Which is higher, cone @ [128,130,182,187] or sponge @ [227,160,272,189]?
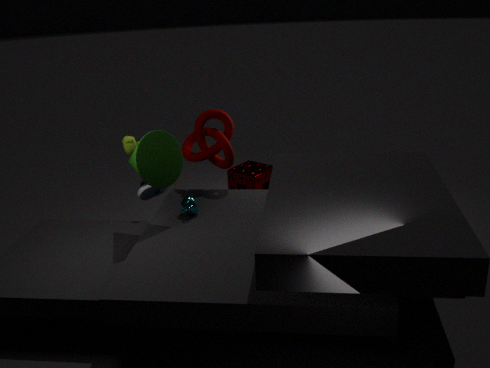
cone @ [128,130,182,187]
